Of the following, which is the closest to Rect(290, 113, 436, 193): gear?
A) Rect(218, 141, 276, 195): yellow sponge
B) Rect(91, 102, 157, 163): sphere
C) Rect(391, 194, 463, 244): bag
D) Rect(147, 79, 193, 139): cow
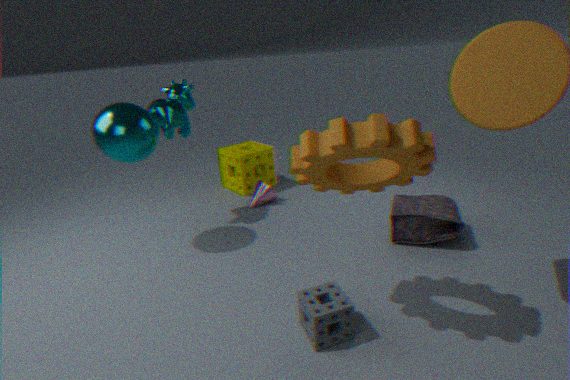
Rect(391, 194, 463, 244): bag
